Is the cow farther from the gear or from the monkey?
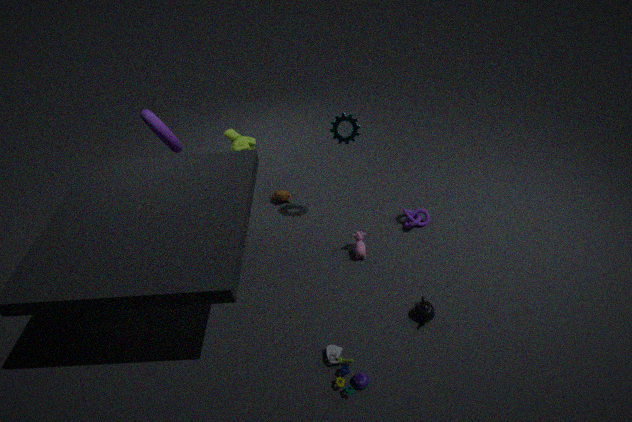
the monkey
